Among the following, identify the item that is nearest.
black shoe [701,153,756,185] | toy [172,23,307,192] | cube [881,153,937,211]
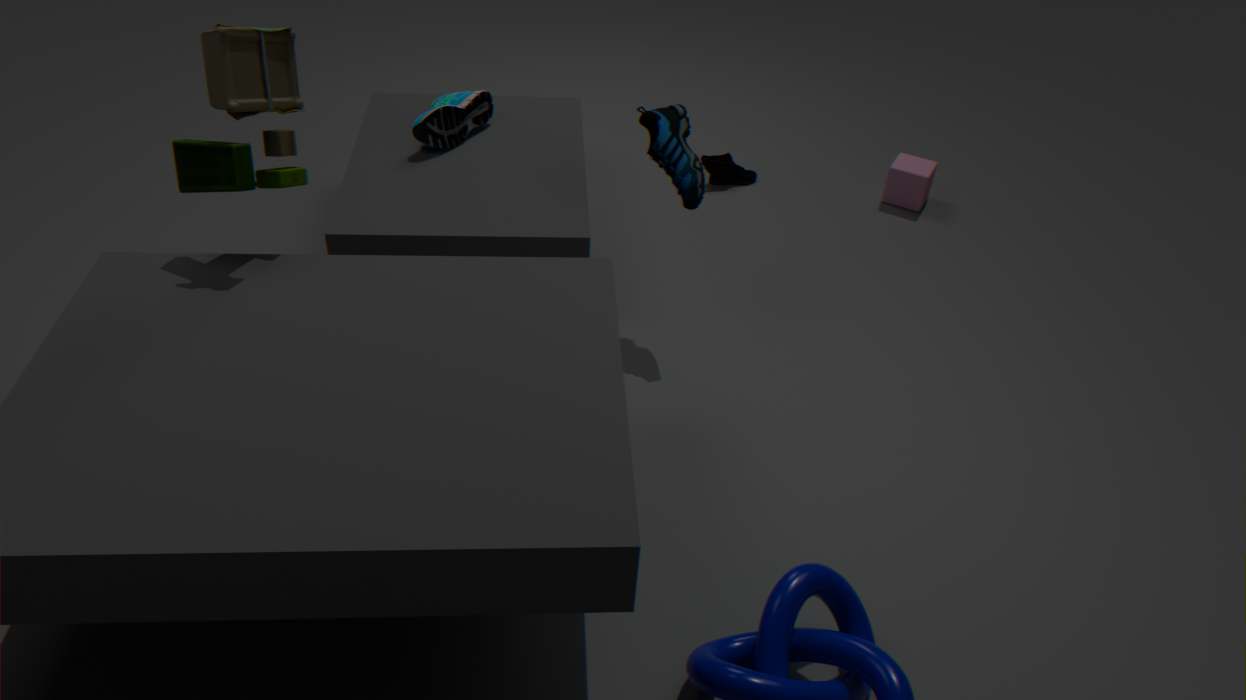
toy [172,23,307,192]
